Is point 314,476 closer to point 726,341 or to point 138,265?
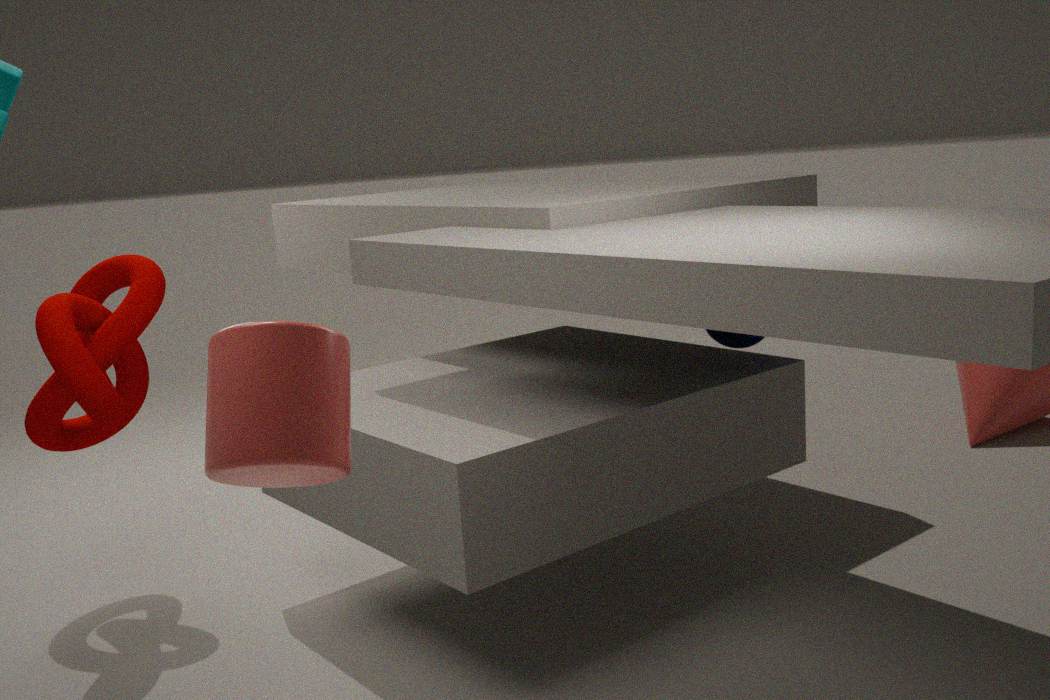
point 726,341
